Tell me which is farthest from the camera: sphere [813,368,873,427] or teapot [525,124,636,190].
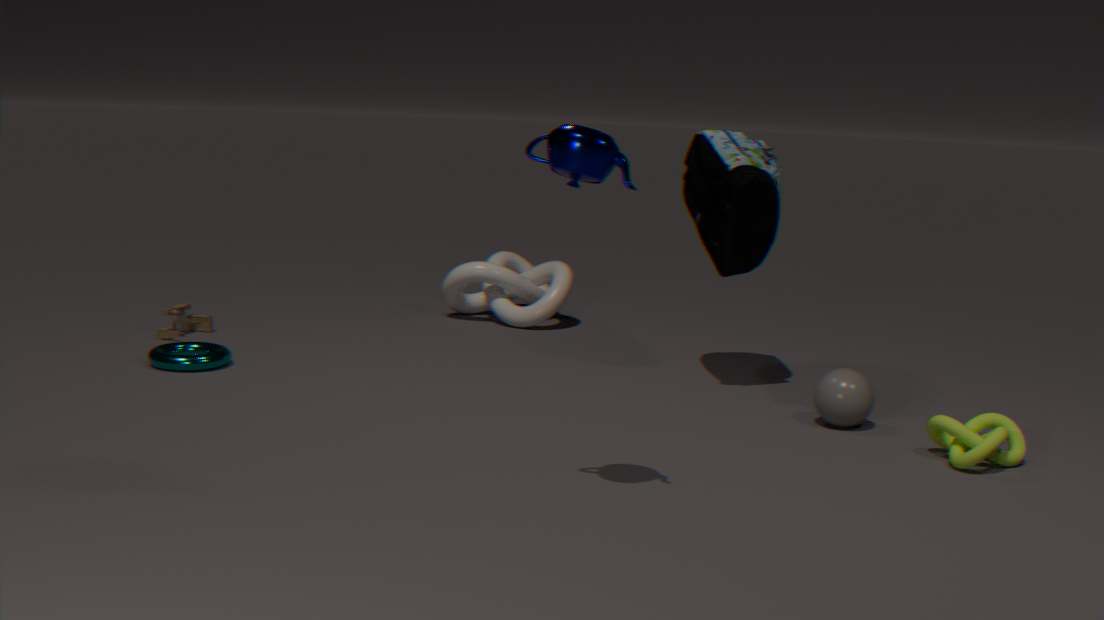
sphere [813,368,873,427]
